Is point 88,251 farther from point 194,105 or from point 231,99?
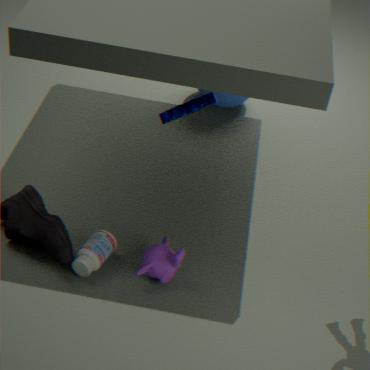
point 231,99
